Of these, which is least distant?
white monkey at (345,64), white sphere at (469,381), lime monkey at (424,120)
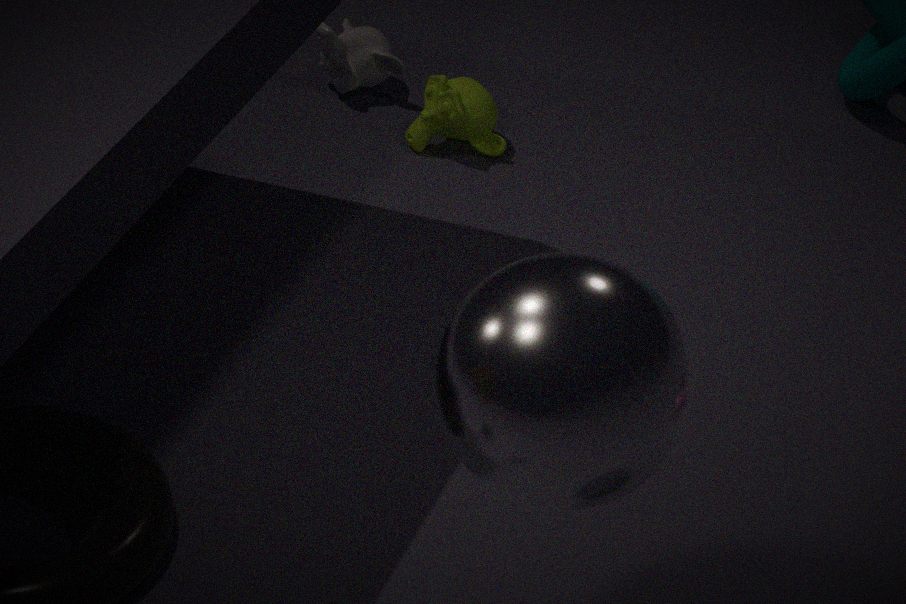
white sphere at (469,381)
